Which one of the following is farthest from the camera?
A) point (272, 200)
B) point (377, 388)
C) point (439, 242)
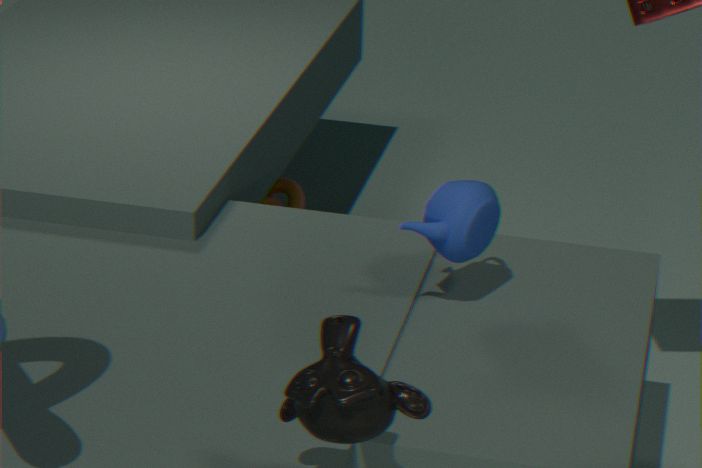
point (272, 200)
